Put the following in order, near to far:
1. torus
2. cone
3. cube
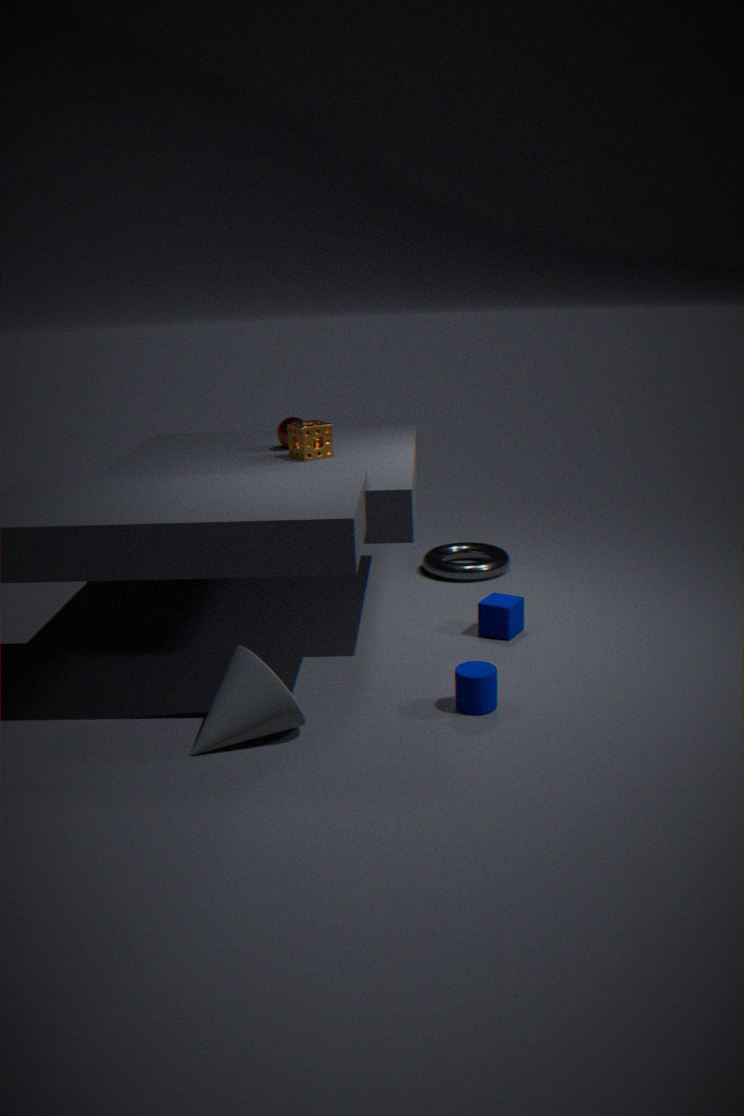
cone, cube, torus
